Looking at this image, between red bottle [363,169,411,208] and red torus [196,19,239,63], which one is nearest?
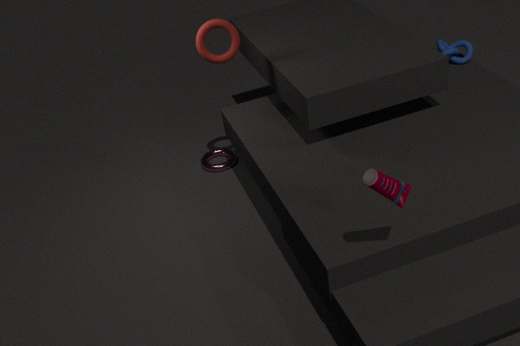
red bottle [363,169,411,208]
